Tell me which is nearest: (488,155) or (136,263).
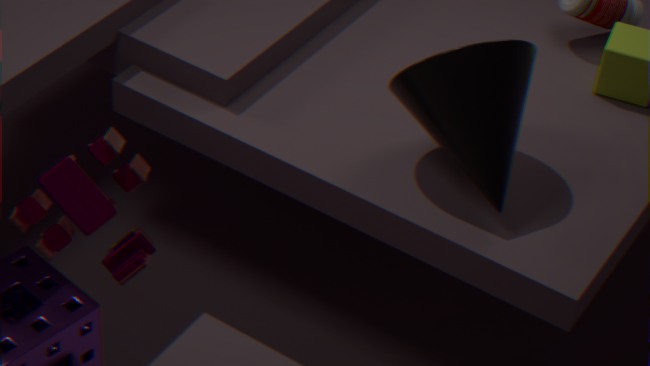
(136,263)
